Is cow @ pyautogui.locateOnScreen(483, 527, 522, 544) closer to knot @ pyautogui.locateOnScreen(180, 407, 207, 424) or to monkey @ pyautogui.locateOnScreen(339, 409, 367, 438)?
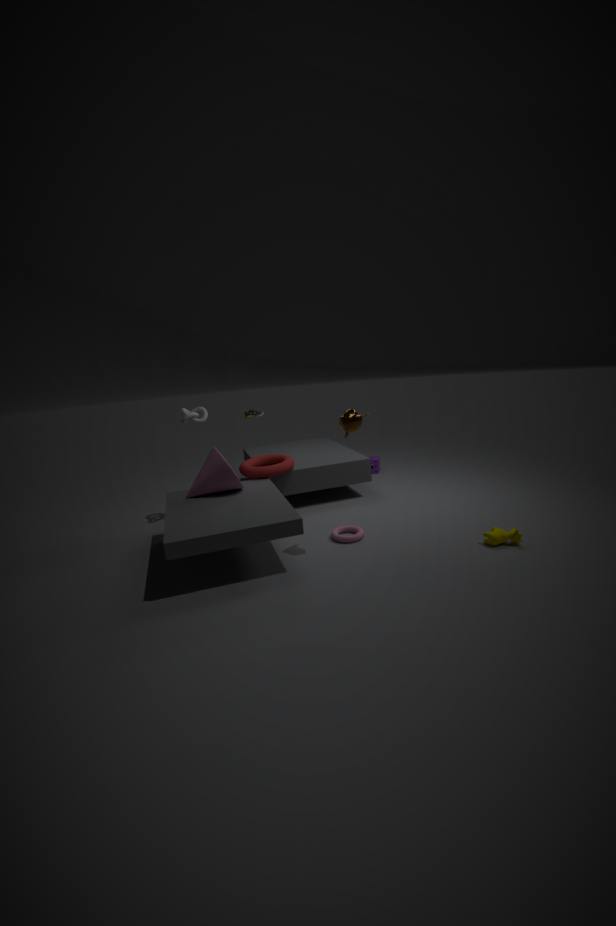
monkey @ pyautogui.locateOnScreen(339, 409, 367, 438)
